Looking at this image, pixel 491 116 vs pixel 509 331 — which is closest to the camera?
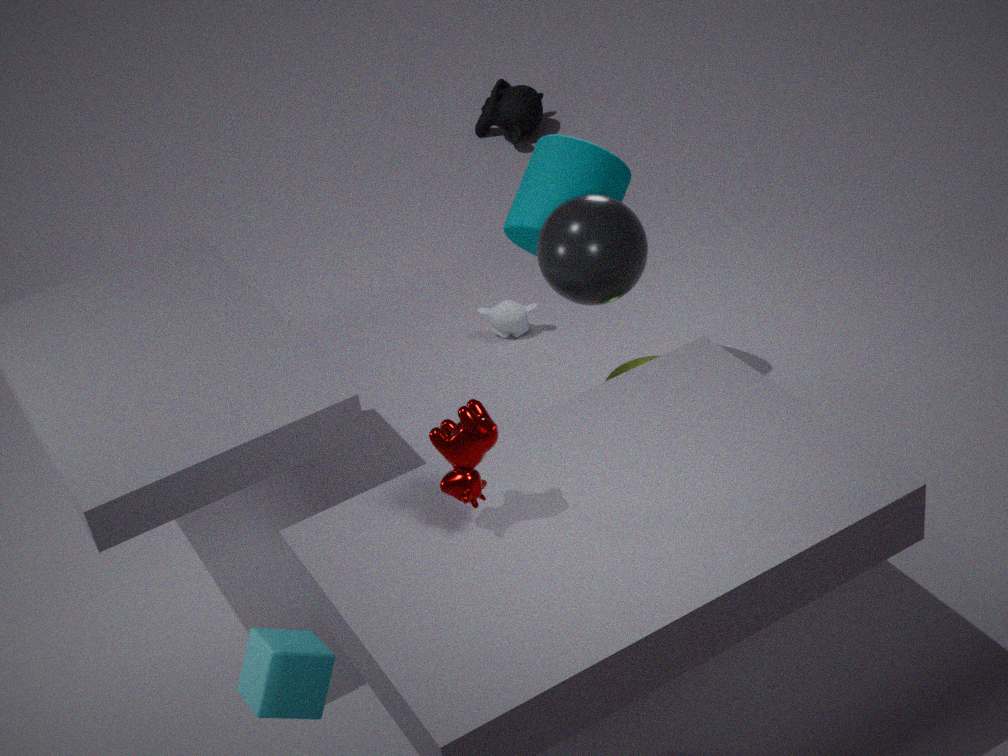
pixel 509 331
